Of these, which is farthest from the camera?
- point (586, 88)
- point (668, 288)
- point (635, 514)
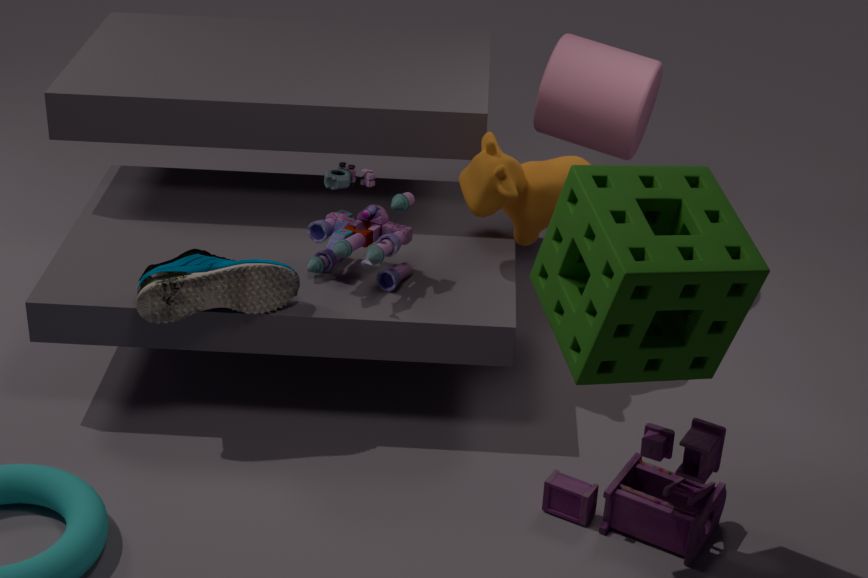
point (586, 88)
